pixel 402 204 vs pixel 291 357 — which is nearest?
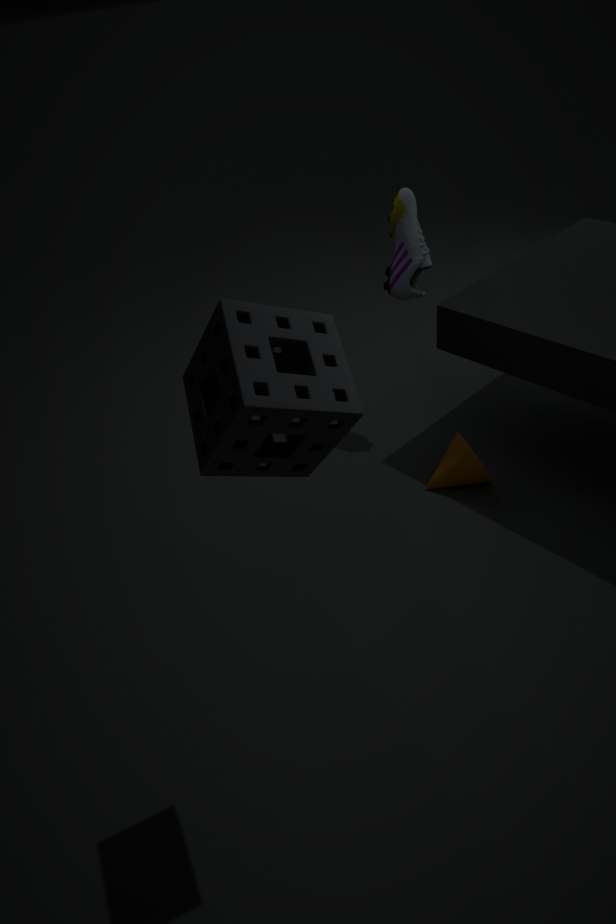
pixel 291 357
